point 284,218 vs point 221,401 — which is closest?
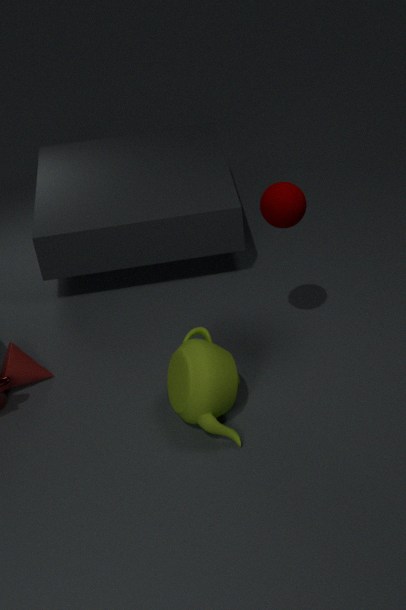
point 221,401
